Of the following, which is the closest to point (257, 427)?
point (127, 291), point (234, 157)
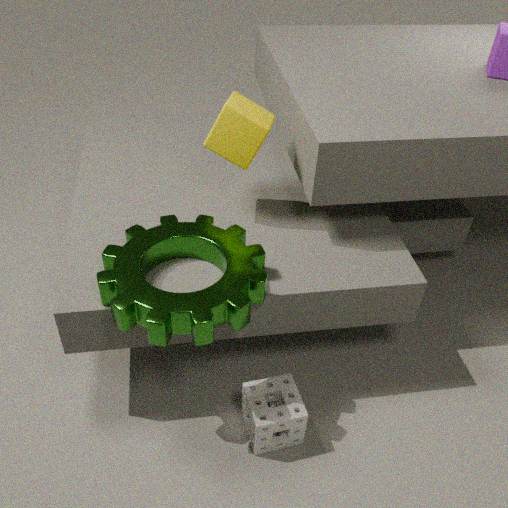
point (127, 291)
